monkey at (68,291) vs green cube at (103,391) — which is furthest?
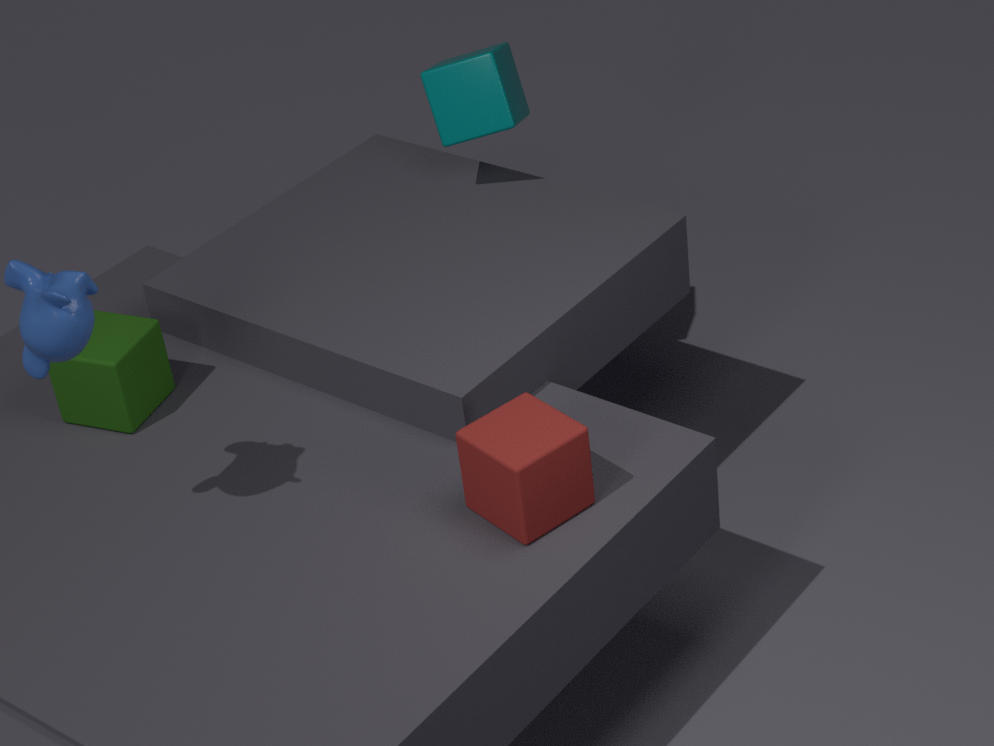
green cube at (103,391)
